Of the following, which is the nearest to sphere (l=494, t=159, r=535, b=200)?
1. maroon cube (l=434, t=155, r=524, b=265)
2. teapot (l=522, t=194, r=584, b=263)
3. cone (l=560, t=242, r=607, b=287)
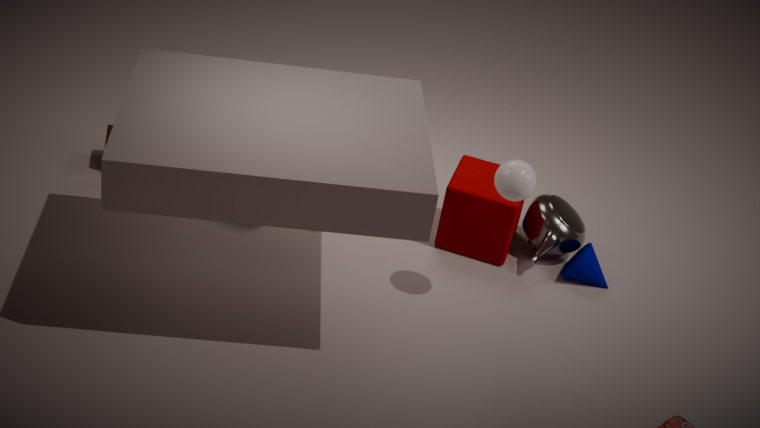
maroon cube (l=434, t=155, r=524, b=265)
